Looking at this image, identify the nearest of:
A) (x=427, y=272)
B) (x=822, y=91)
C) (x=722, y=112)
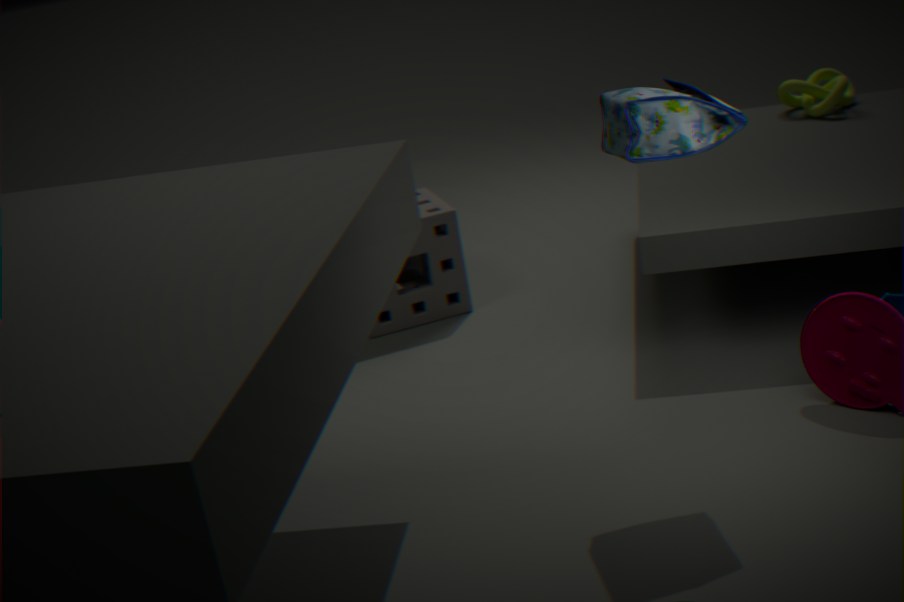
(x=722, y=112)
